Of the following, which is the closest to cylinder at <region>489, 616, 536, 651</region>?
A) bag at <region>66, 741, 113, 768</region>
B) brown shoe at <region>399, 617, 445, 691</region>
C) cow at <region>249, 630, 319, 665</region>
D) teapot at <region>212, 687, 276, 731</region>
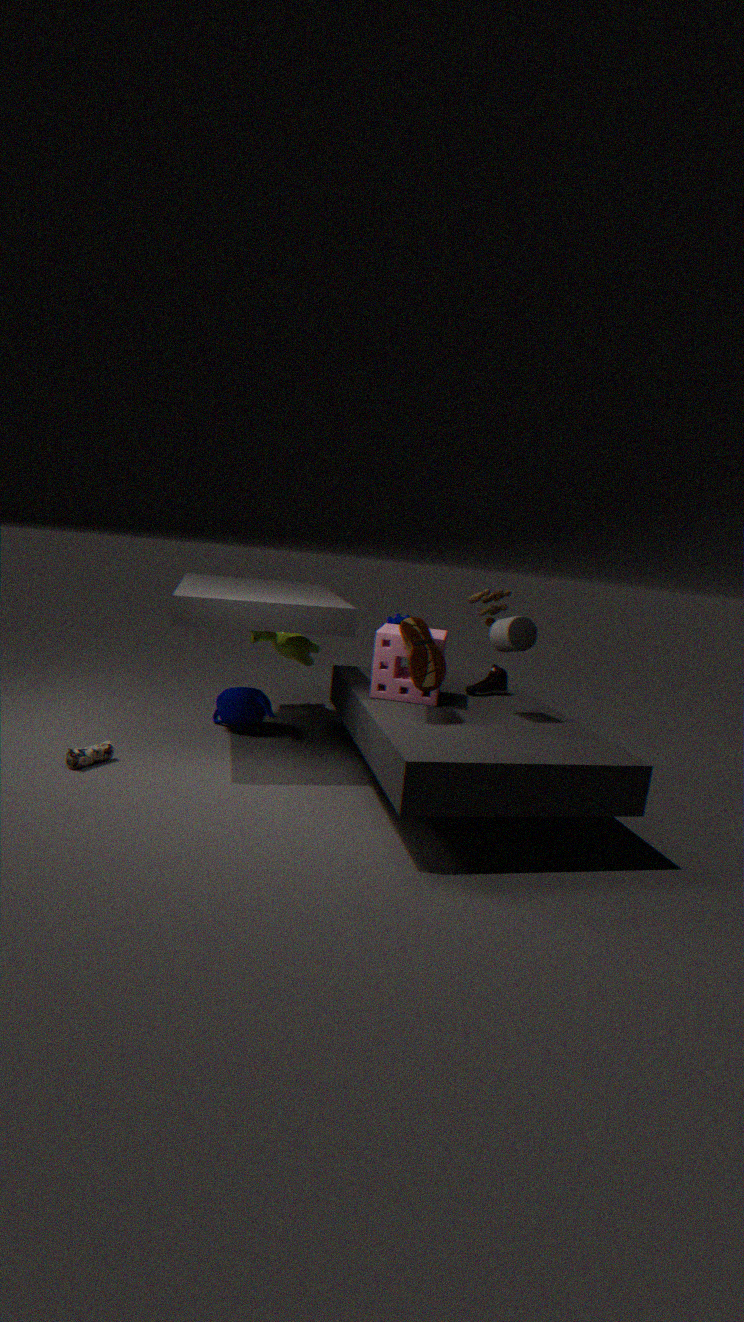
brown shoe at <region>399, 617, 445, 691</region>
